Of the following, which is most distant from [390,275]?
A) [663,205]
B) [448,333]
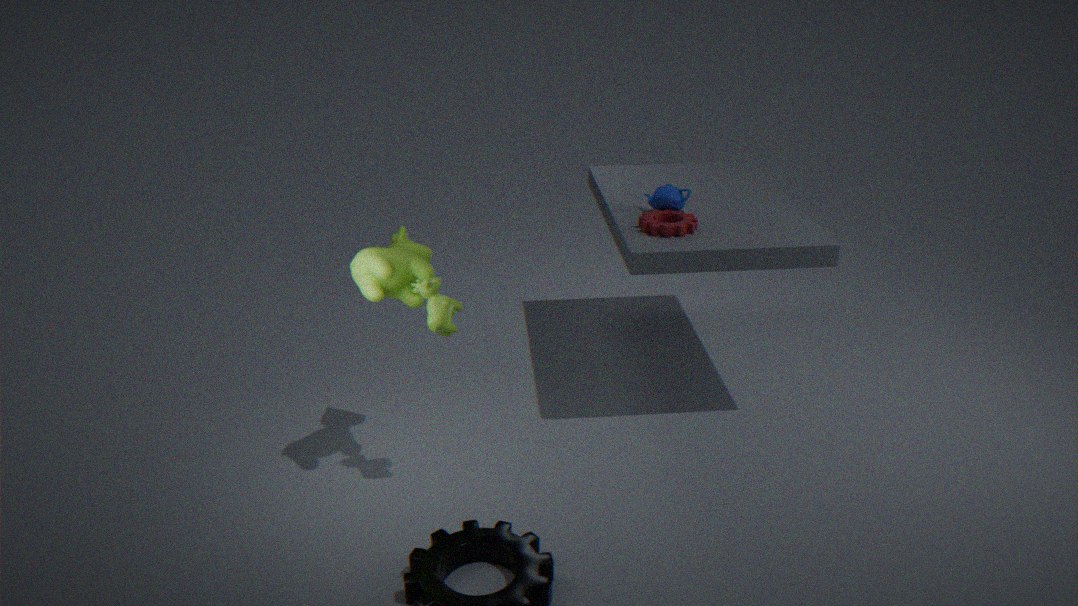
[663,205]
